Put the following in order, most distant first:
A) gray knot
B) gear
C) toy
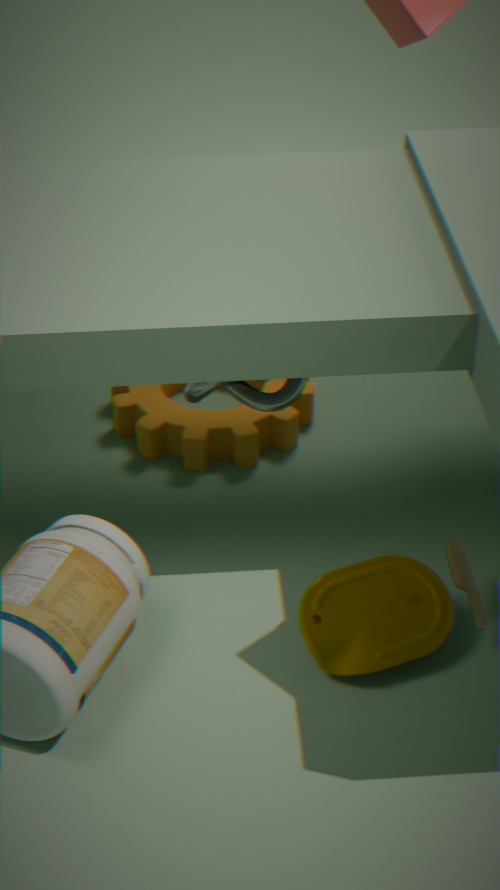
gear
gray knot
toy
